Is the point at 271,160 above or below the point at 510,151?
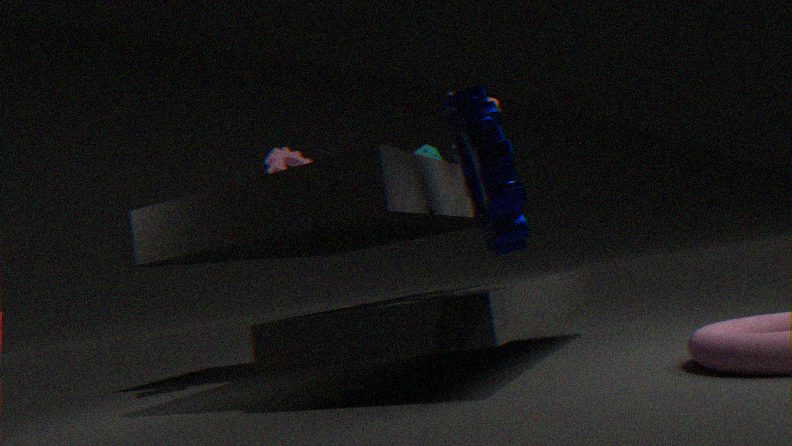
above
